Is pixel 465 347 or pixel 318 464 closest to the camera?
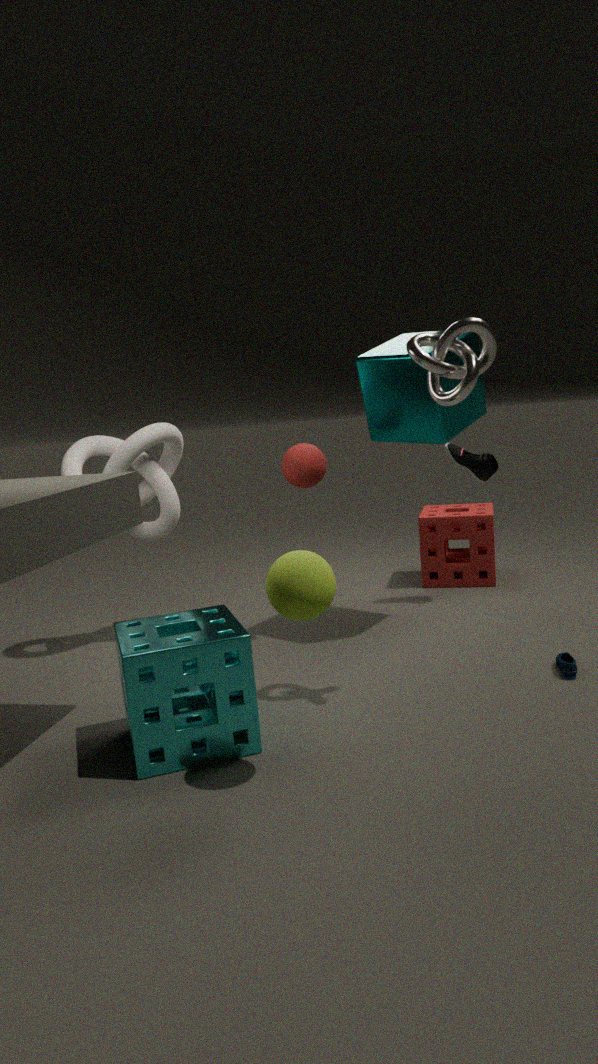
pixel 465 347
